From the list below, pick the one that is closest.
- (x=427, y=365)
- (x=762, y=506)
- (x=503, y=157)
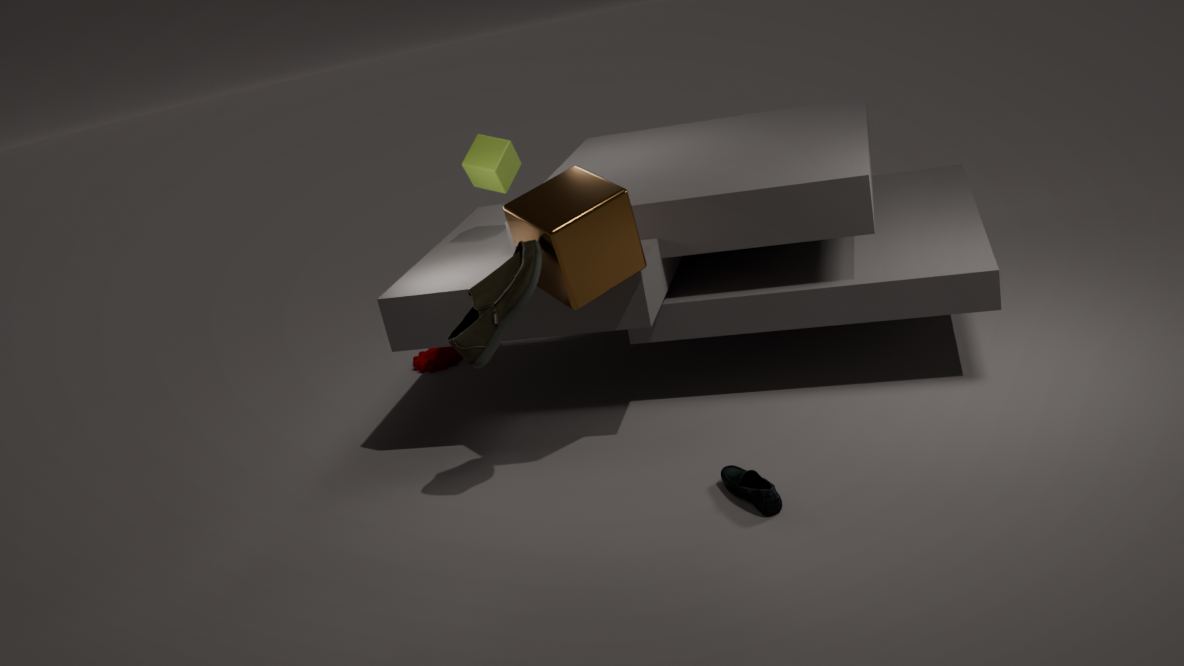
(x=762, y=506)
